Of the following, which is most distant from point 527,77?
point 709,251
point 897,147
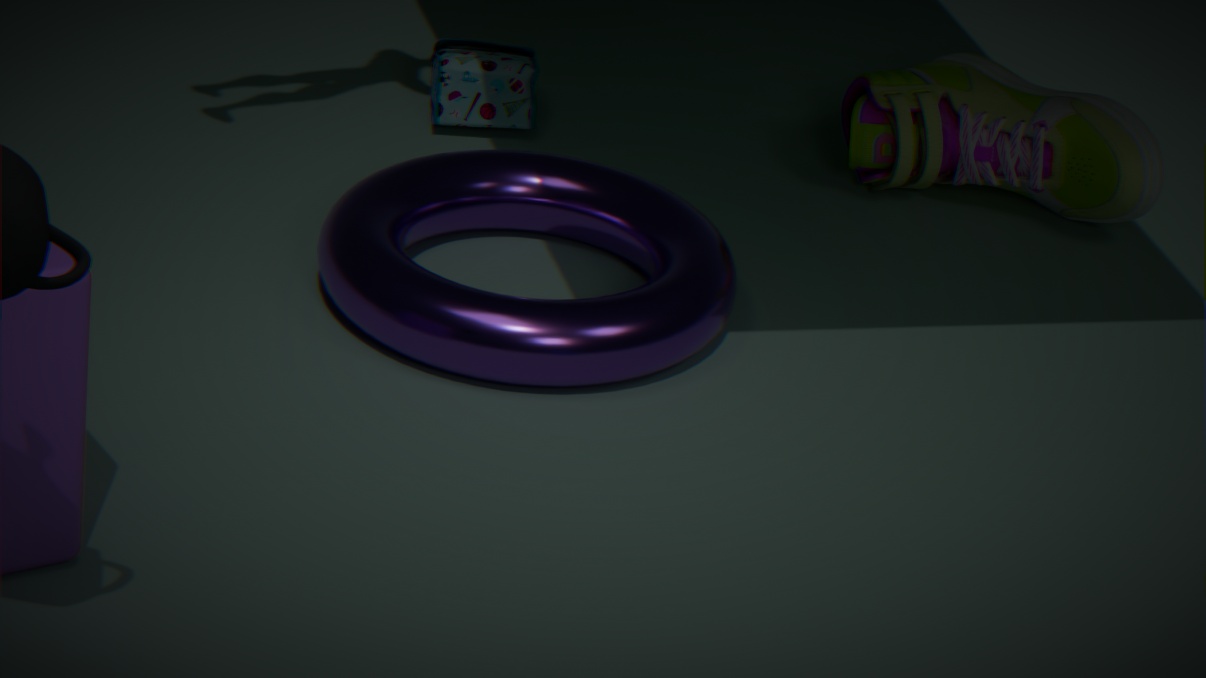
point 897,147
